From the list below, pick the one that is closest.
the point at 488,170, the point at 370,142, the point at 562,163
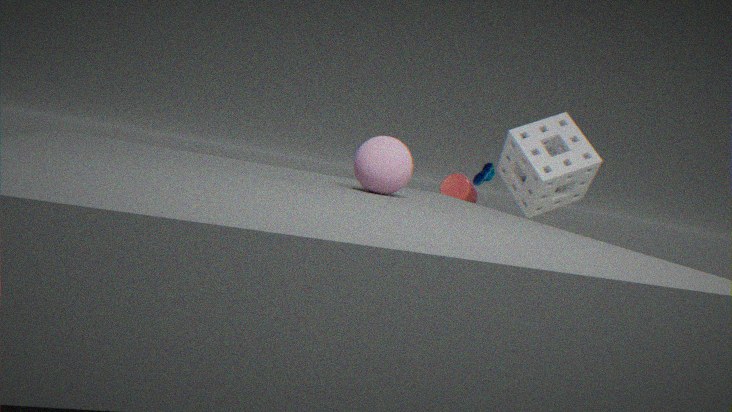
the point at 370,142
